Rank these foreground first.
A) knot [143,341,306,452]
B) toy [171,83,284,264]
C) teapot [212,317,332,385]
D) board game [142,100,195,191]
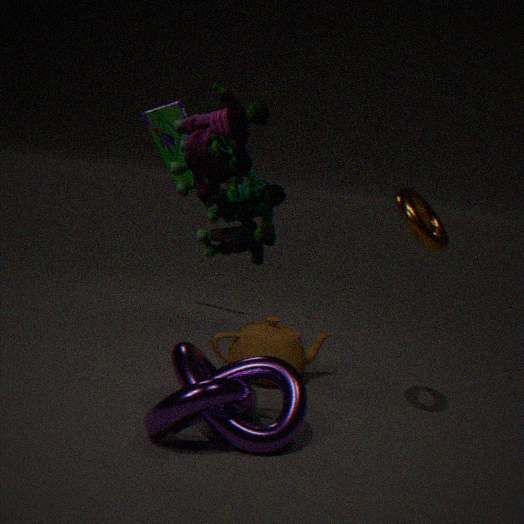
1. toy [171,83,284,264]
2. knot [143,341,306,452]
3. teapot [212,317,332,385]
4. board game [142,100,195,191]
